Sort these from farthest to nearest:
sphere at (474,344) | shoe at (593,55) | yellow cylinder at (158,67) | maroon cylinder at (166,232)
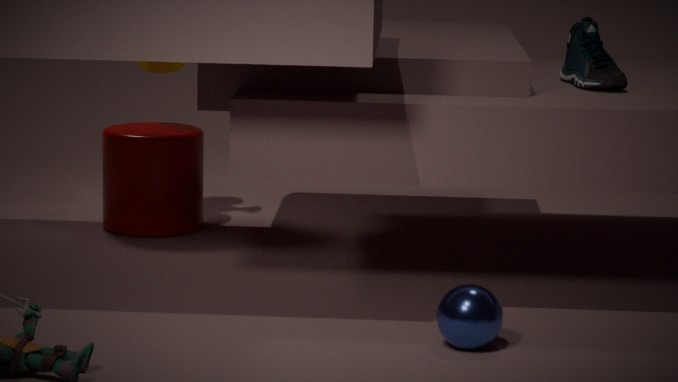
yellow cylinder at (158,67) → maroon cylinder at (166,232) → shoe at (593,55) → sphere at (474,344)
